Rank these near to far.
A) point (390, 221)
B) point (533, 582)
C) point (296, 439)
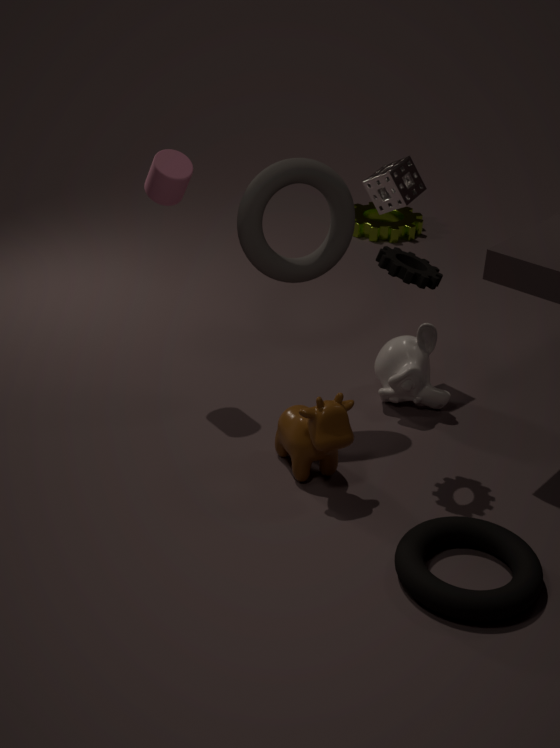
point (533, 582)
point (296, 439)
point (390, 221)
